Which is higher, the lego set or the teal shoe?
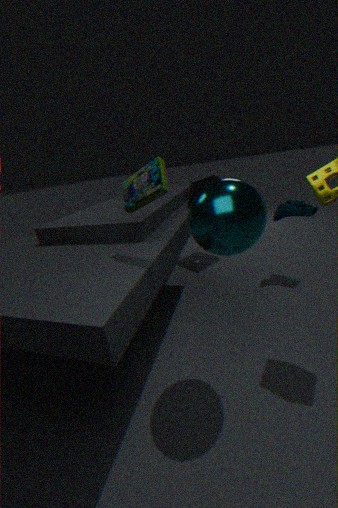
the lego set
